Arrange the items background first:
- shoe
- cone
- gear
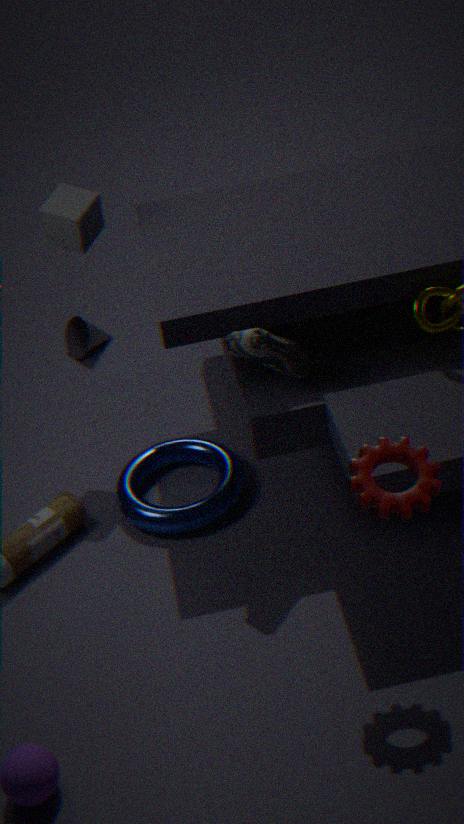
cone
shoe
gear
